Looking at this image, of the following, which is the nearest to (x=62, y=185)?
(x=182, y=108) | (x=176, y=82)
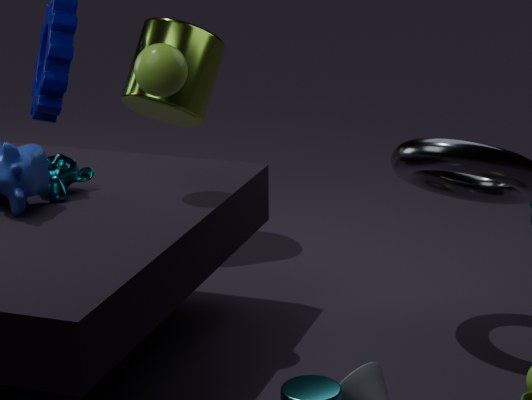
(x=176, y=82)
